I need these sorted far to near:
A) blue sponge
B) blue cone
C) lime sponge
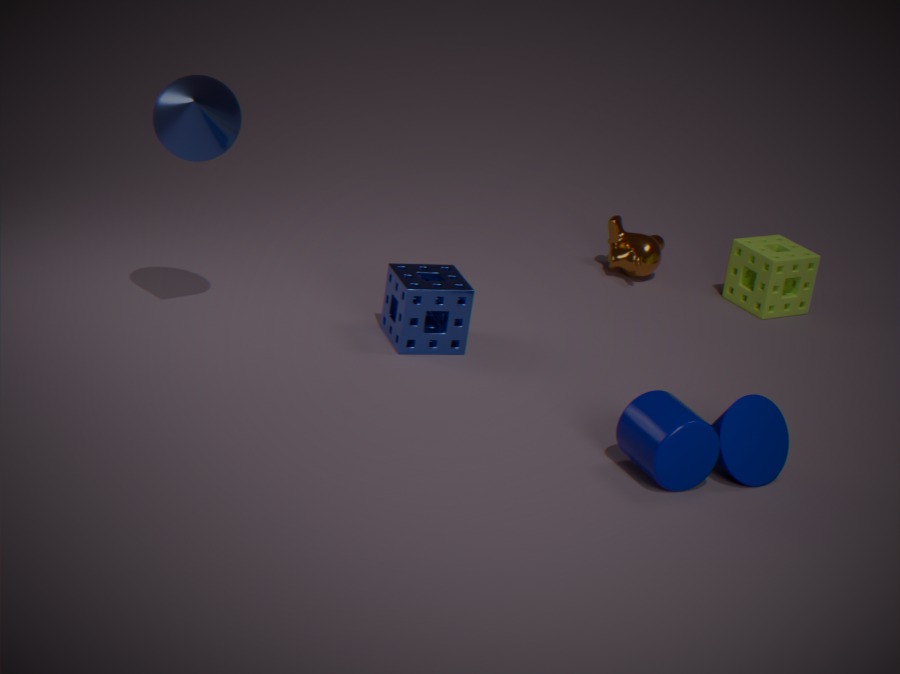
lime sponge < blue sponge < blue cone
